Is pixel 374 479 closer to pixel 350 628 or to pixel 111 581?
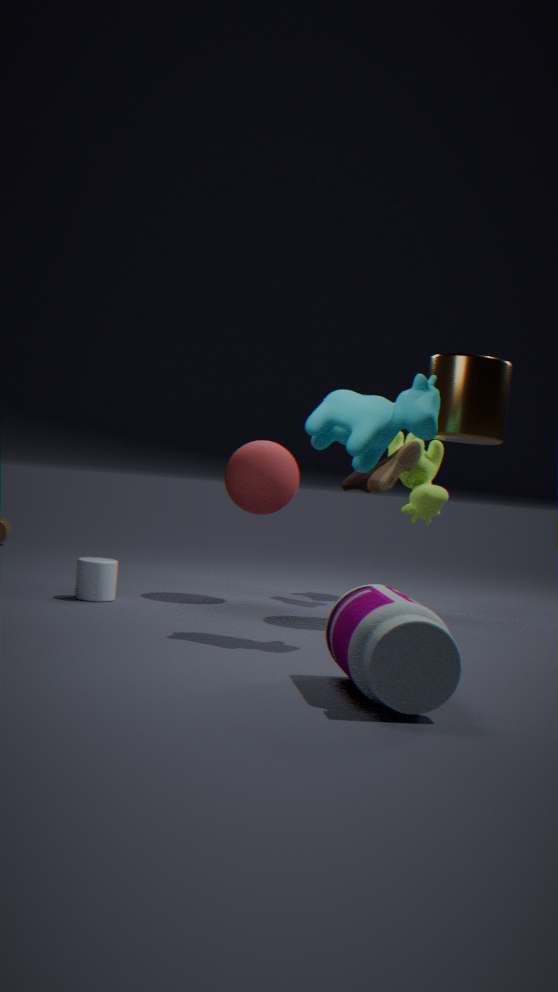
pixel 111 581
